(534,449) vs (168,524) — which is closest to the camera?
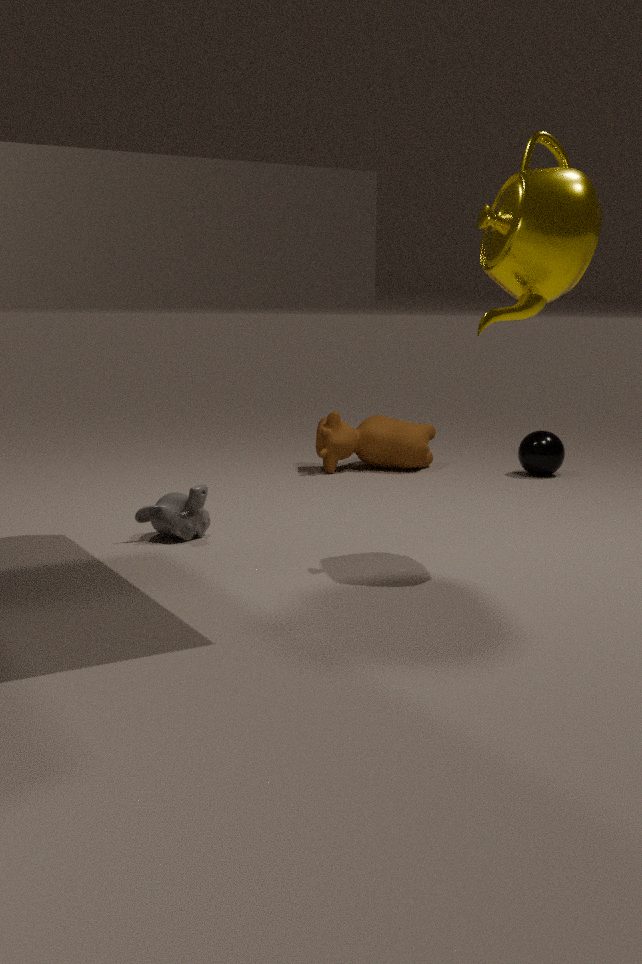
(168,524)
